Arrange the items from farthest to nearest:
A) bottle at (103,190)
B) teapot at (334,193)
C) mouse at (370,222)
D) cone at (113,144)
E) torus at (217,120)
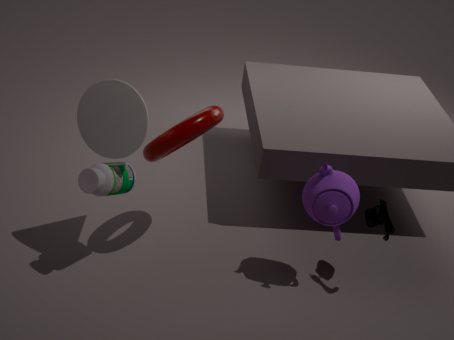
1. mouse at (370,222)
2. teapot at (334,193)
3. torus at (217,120)
4. bottle at (103,190)
5. cone at (113,144)
